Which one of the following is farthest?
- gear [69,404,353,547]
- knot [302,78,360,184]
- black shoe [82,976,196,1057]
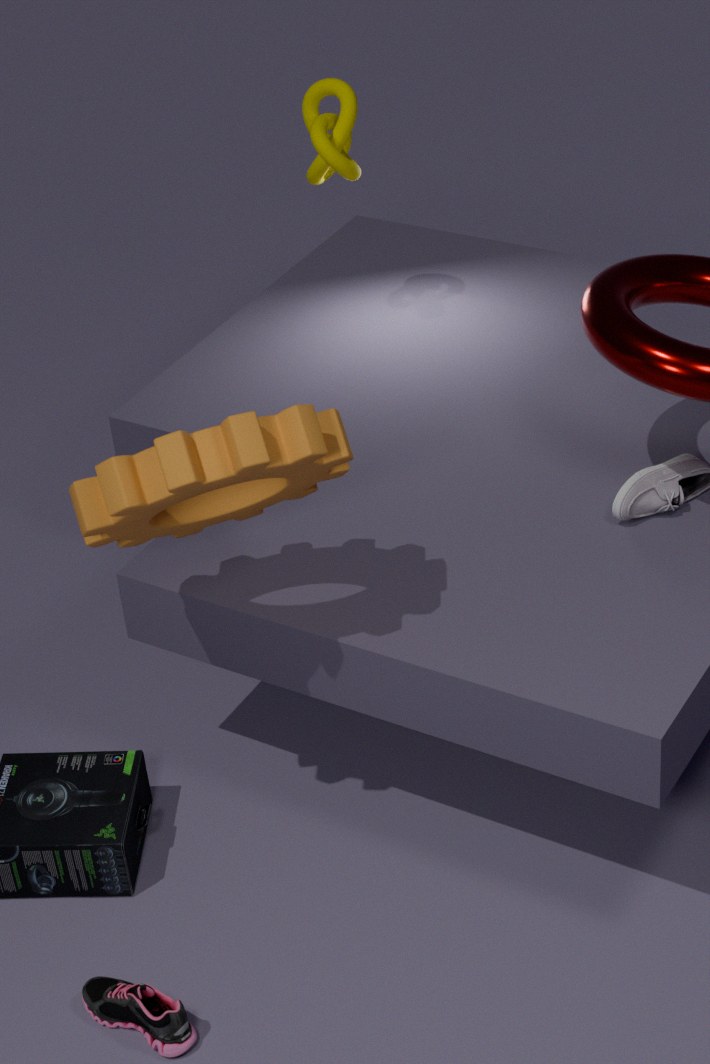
knot [302,78,360,184]
